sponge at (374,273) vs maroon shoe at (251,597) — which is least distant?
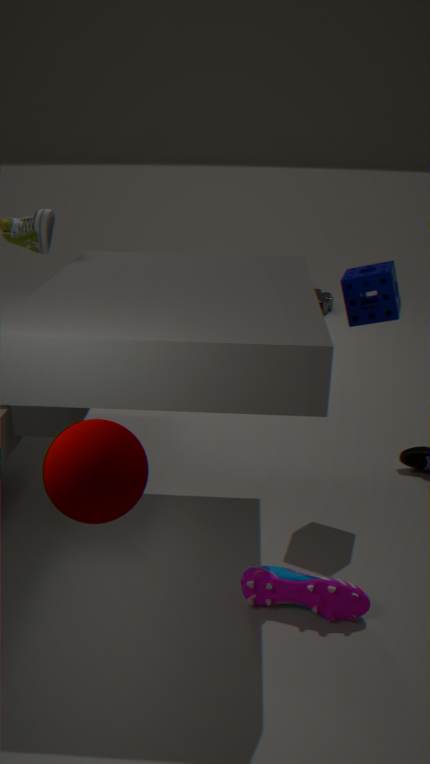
maroon shoe at (251,597)
